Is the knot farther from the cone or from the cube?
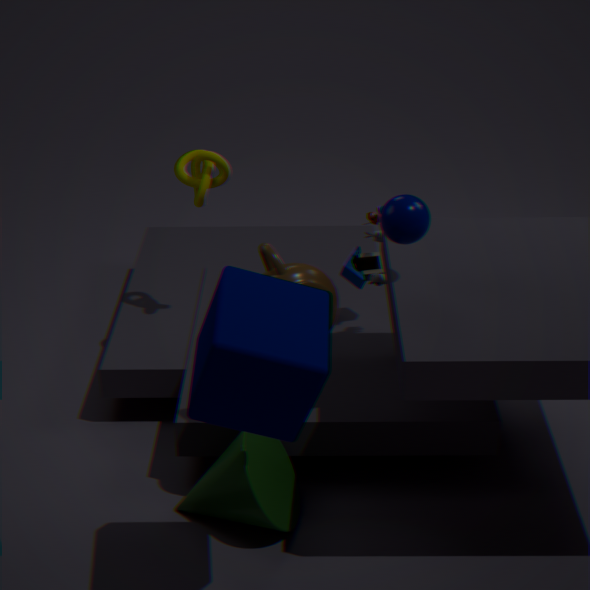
the cube
